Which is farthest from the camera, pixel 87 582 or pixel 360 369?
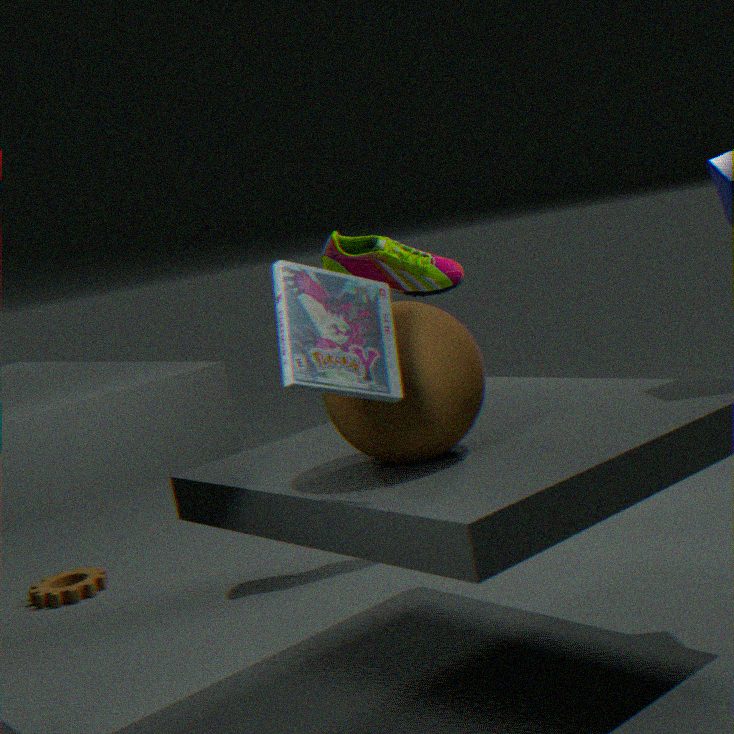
pixel 87 582
